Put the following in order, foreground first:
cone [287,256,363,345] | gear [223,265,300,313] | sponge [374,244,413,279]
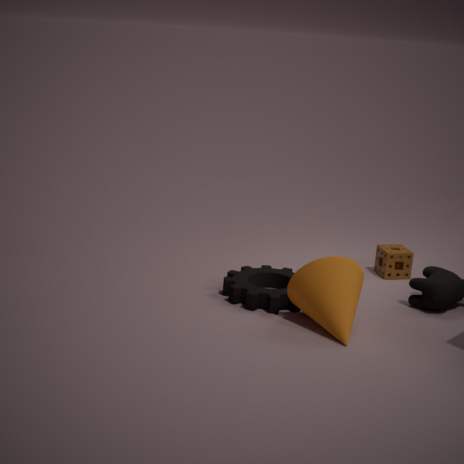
cone [287,256,363,345], gear [223,265,300,313], sponge [374,244,413,279]
